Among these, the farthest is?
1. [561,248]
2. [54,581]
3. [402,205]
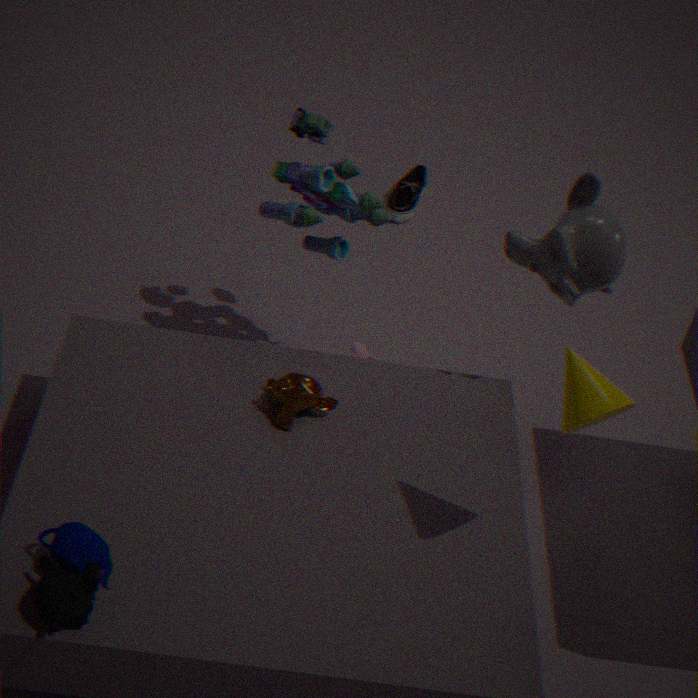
[402,205]
